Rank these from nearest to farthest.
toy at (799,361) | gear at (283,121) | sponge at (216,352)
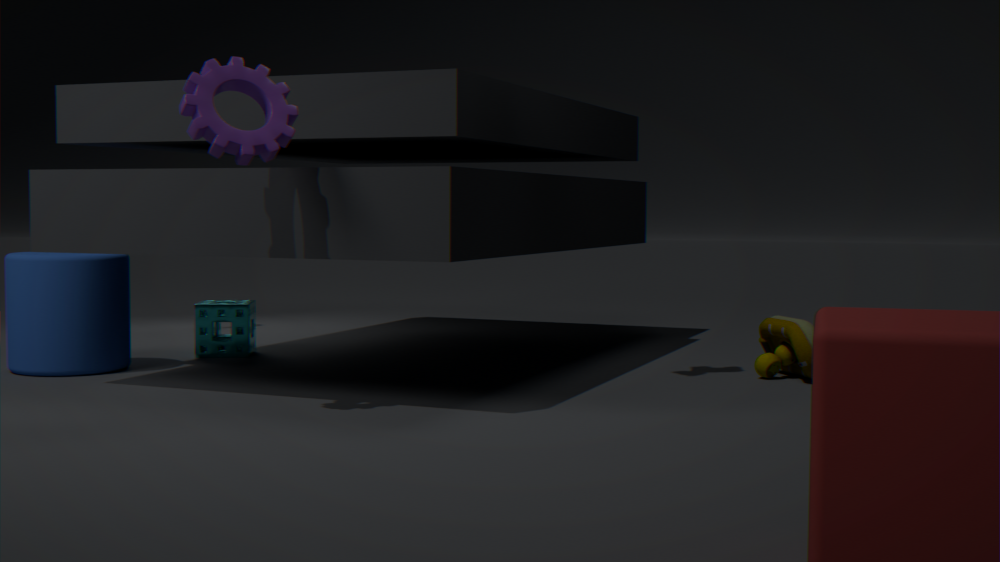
gear at (283,121), toy at (799,361), sponge at (216,352)
